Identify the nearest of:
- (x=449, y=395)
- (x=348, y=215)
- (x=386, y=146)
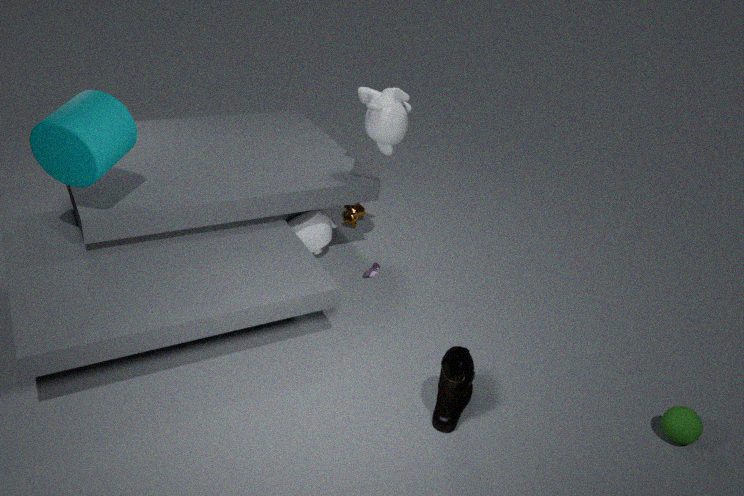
(x=449, y=395)
